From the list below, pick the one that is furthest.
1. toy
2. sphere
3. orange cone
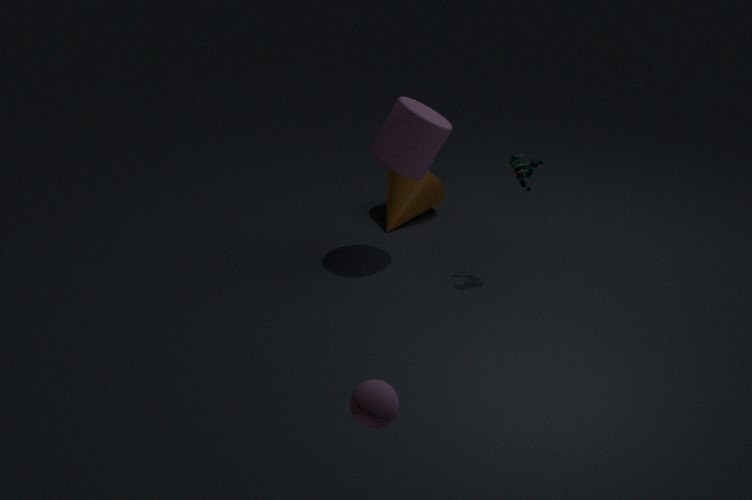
orange cone
